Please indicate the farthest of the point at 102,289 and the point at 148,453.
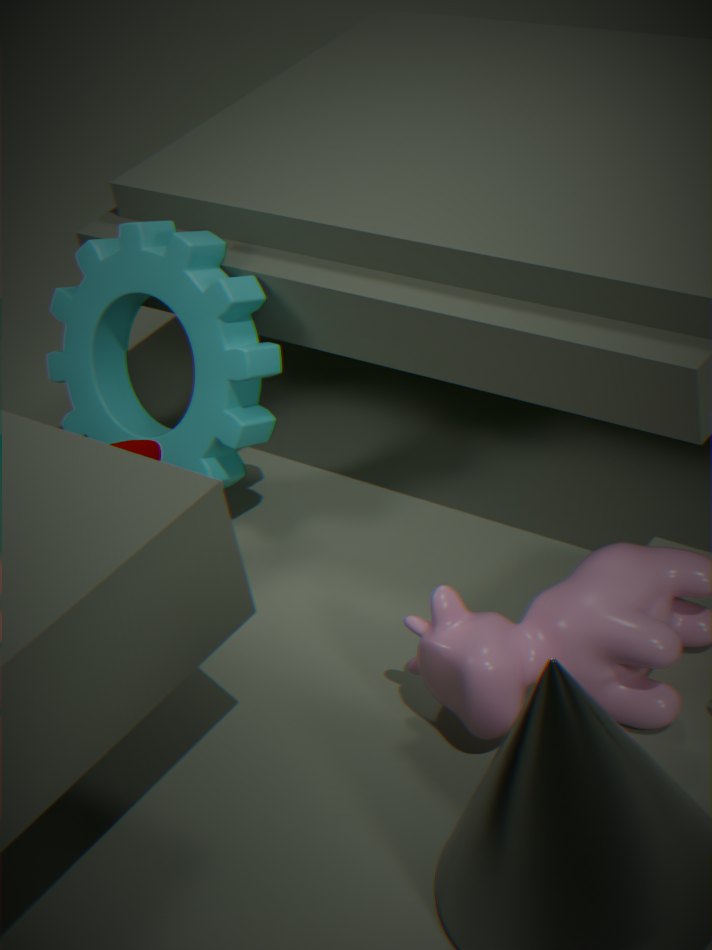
the point at 102,289
